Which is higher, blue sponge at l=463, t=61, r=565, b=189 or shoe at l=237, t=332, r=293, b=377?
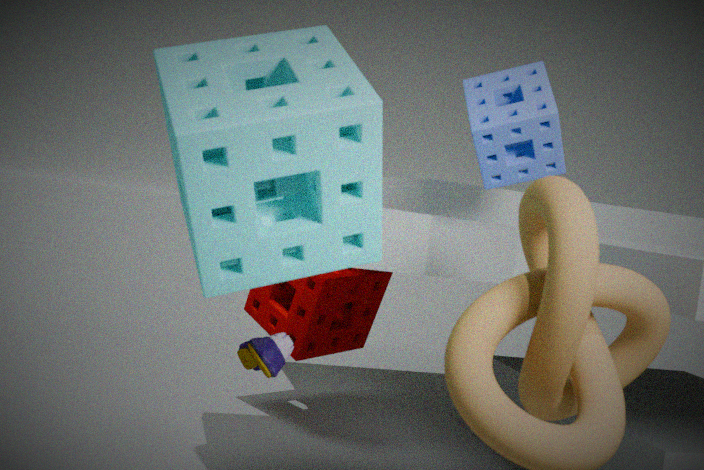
blue sponge at l=463, t=61, r=565, b=189
